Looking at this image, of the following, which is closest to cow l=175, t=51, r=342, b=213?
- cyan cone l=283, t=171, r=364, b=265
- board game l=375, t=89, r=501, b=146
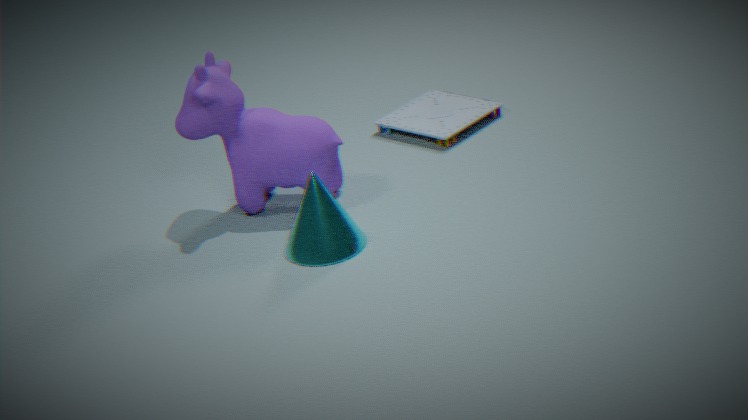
cyan cone l=283, t=171, r=364, b=265
